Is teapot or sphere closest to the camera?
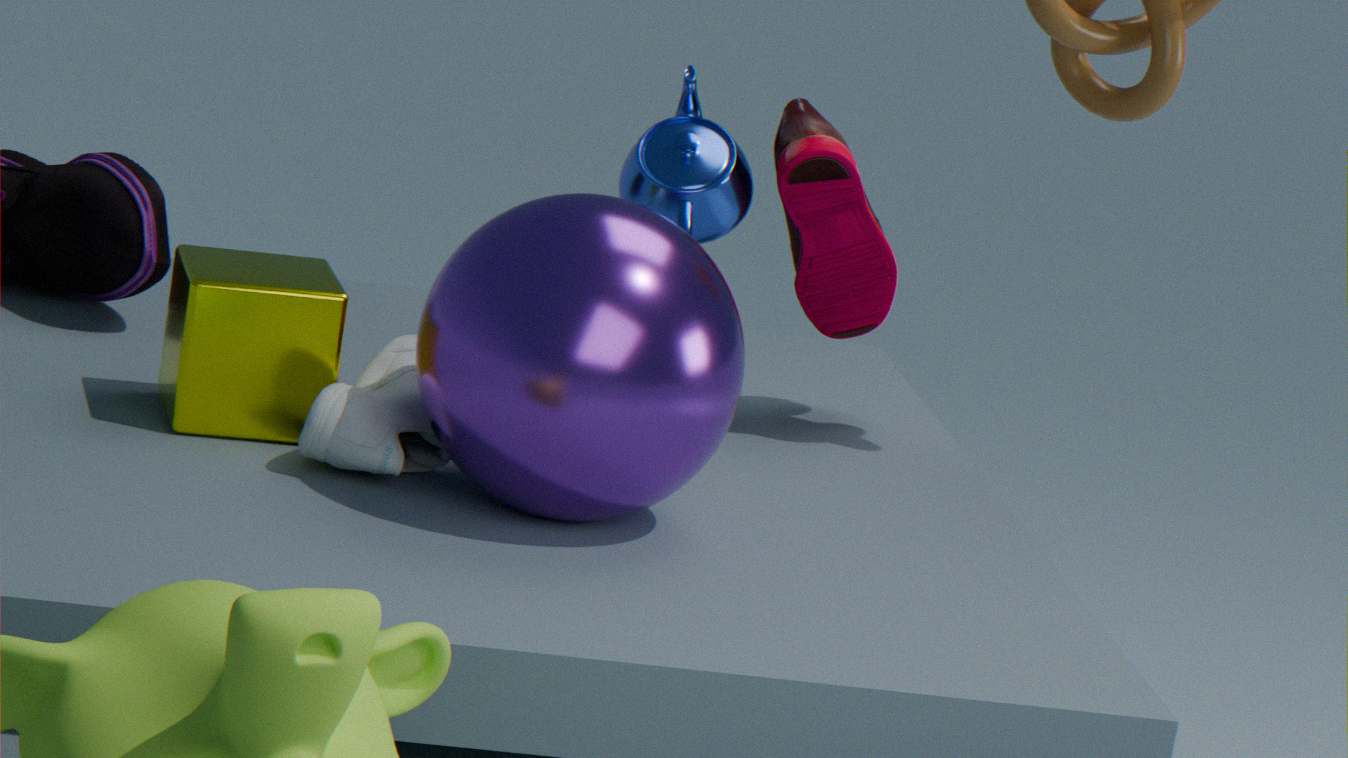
sphere
